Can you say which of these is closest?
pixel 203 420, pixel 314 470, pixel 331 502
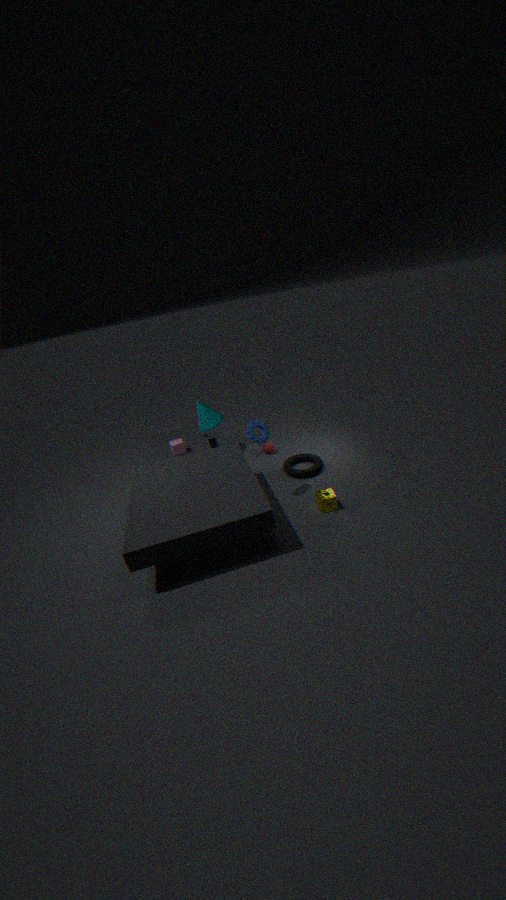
pixel 331 502
